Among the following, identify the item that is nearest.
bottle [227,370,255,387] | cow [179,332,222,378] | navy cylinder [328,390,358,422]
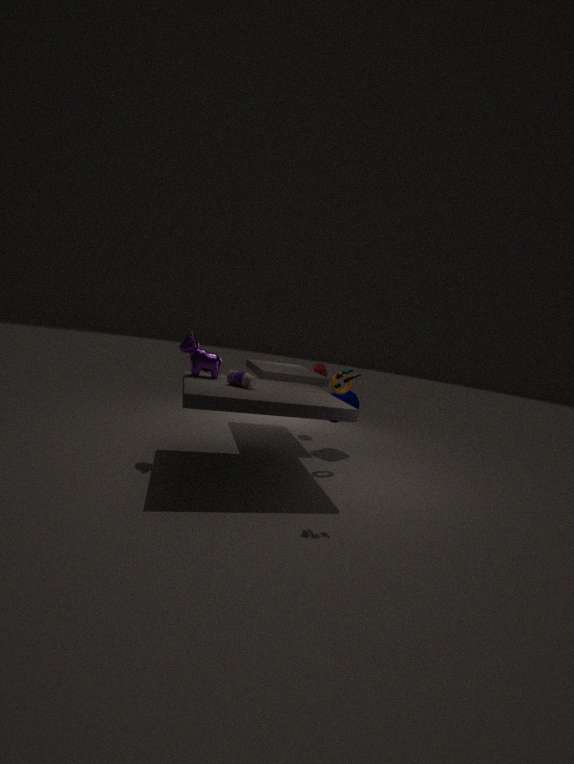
bottle [227,370,255,387]
